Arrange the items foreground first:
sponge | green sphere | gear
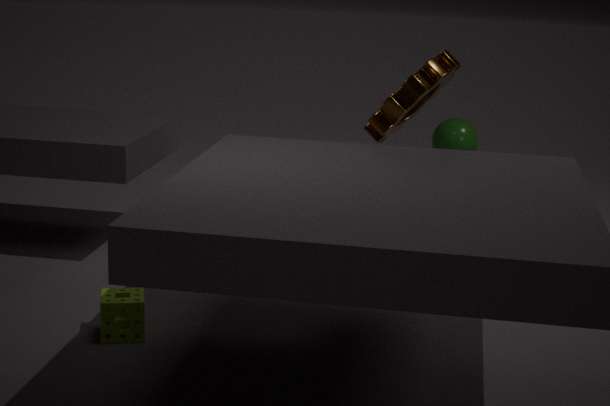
1. sponge
2. gear
3. green sphere
